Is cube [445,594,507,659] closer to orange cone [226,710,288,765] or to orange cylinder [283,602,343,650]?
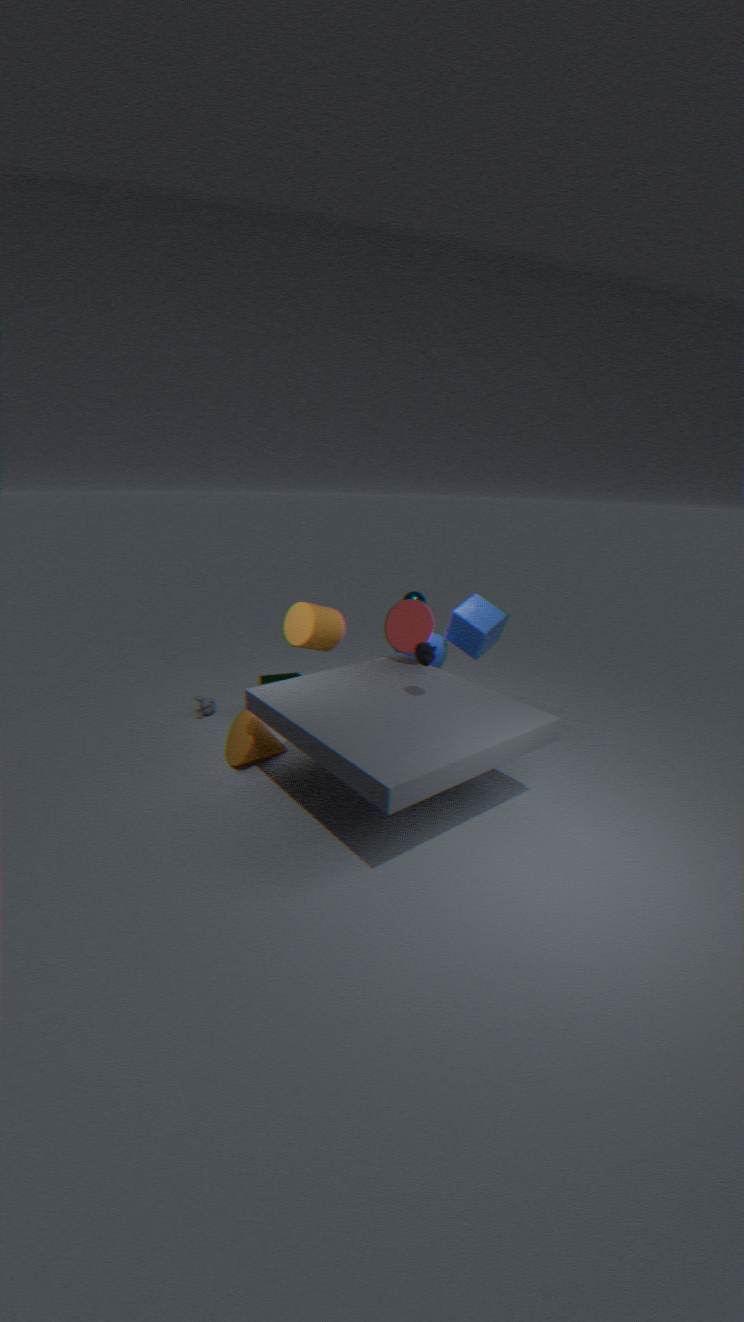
orange cylinder [283,602,343,650]
